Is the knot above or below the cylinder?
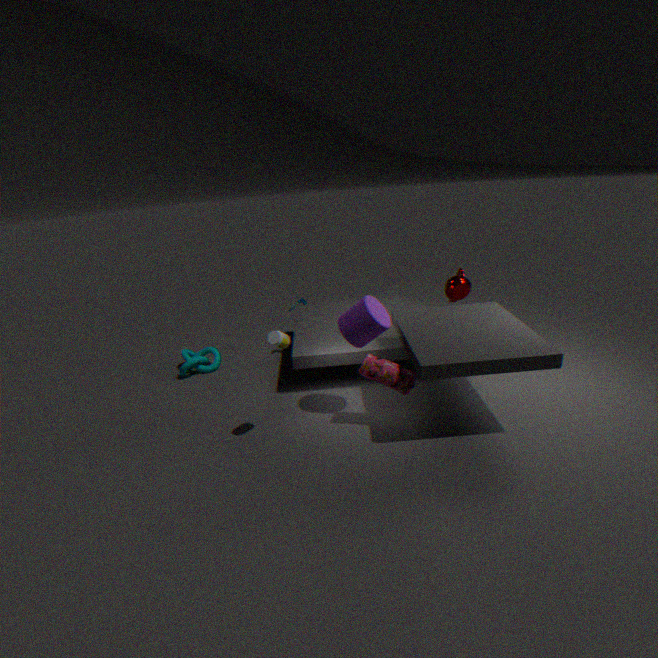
below
